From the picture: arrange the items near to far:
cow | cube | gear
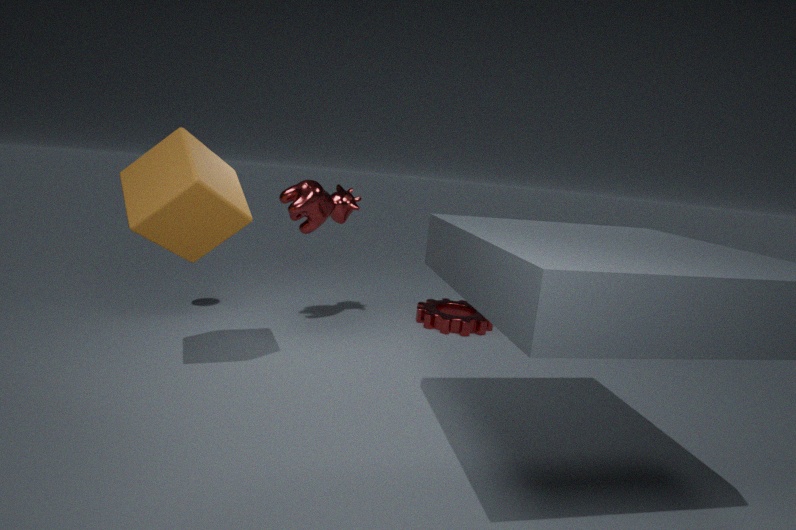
1. cube
2. cow
3. gear
